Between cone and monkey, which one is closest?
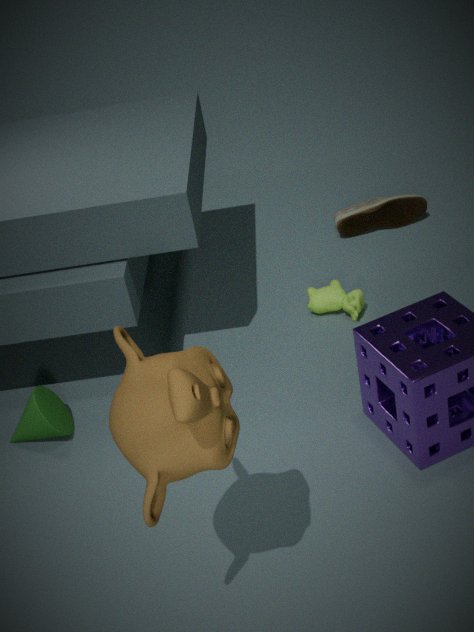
monkey
